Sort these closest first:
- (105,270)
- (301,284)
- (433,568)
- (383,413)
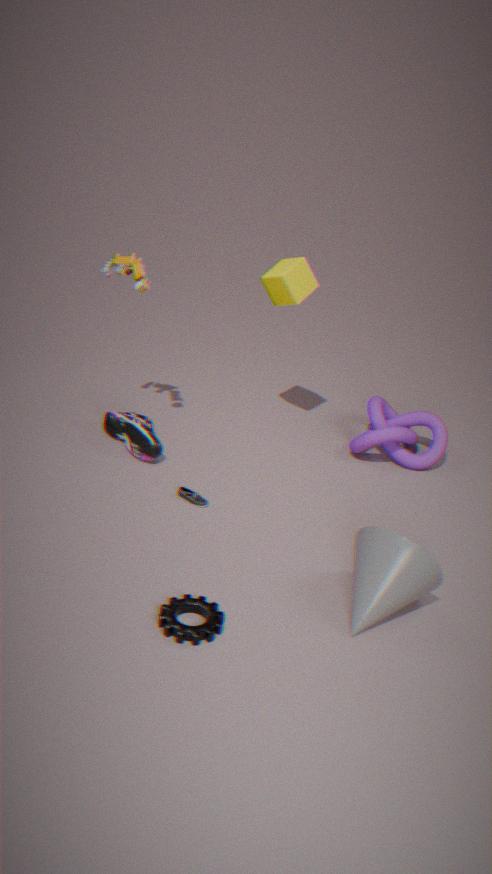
(433,568) → (105,270) → (301,284) → (383,413)
